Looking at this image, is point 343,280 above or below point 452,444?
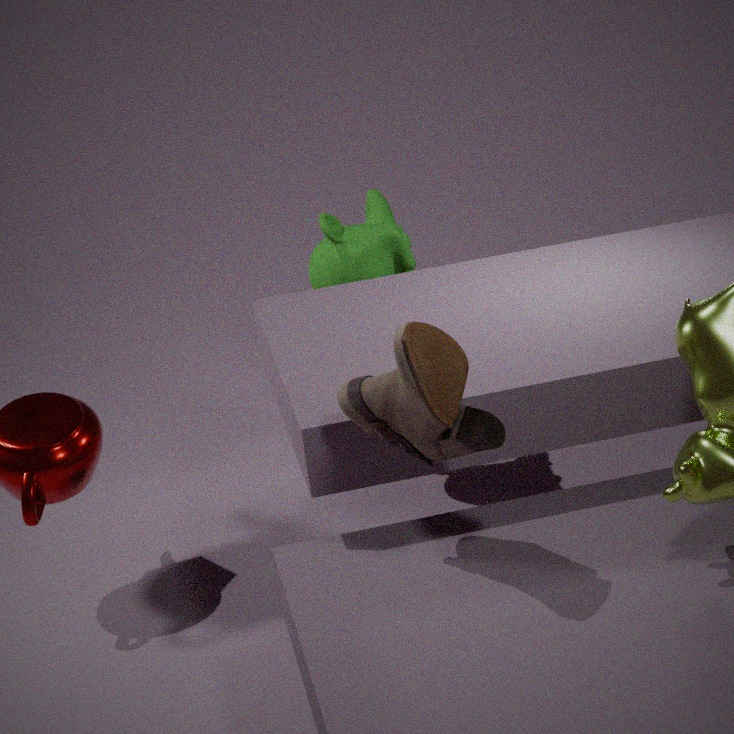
below
